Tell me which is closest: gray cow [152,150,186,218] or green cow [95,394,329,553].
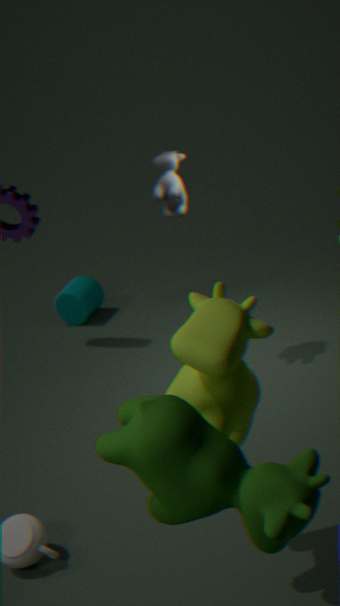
green cow [95,394,329,553]
